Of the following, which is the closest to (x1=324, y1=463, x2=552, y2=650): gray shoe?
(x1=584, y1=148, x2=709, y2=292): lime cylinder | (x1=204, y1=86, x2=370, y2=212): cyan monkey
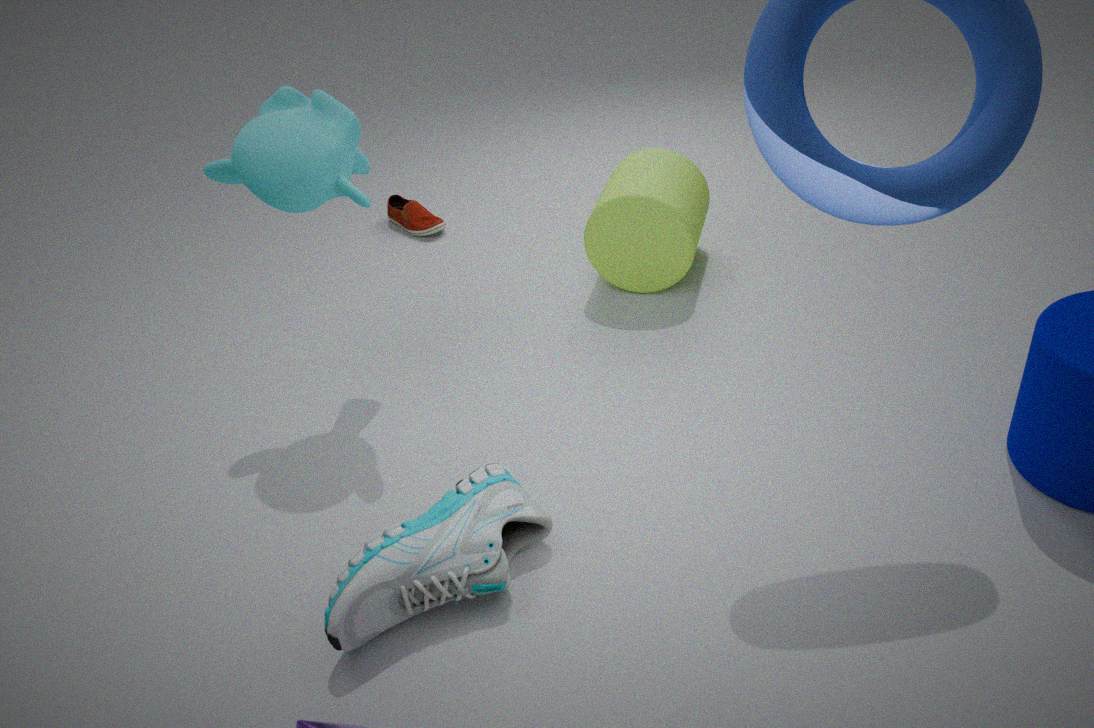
(x1=204, y1=86, x2=370, y2=212): cyan monkey
